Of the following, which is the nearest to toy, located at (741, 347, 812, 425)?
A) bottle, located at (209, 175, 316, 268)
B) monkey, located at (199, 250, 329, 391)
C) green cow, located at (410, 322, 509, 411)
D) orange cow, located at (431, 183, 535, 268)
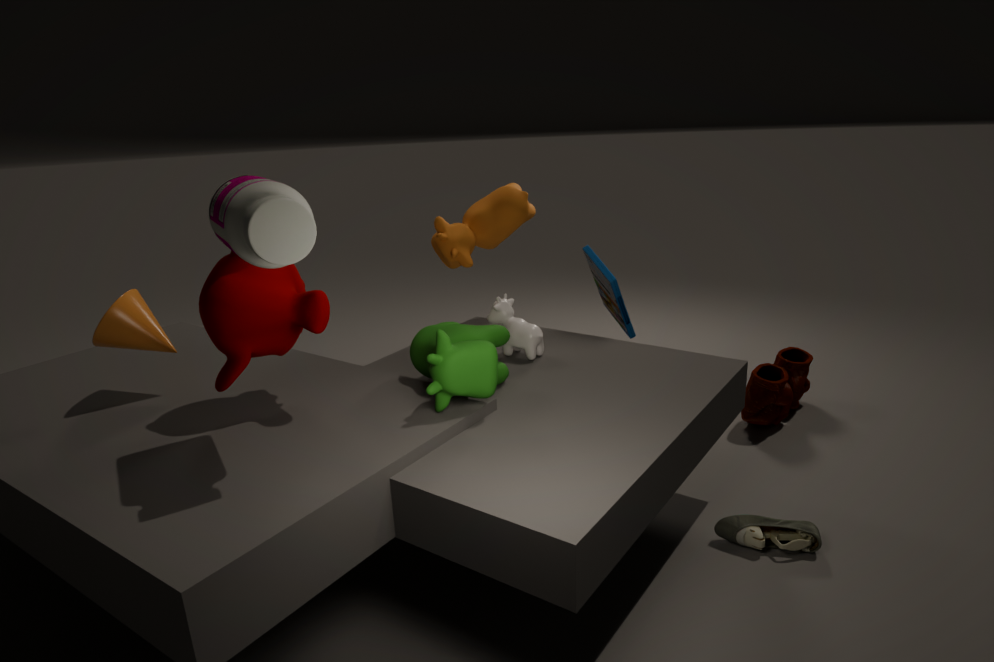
orange cow, located at (431, 183, 535, 268)
